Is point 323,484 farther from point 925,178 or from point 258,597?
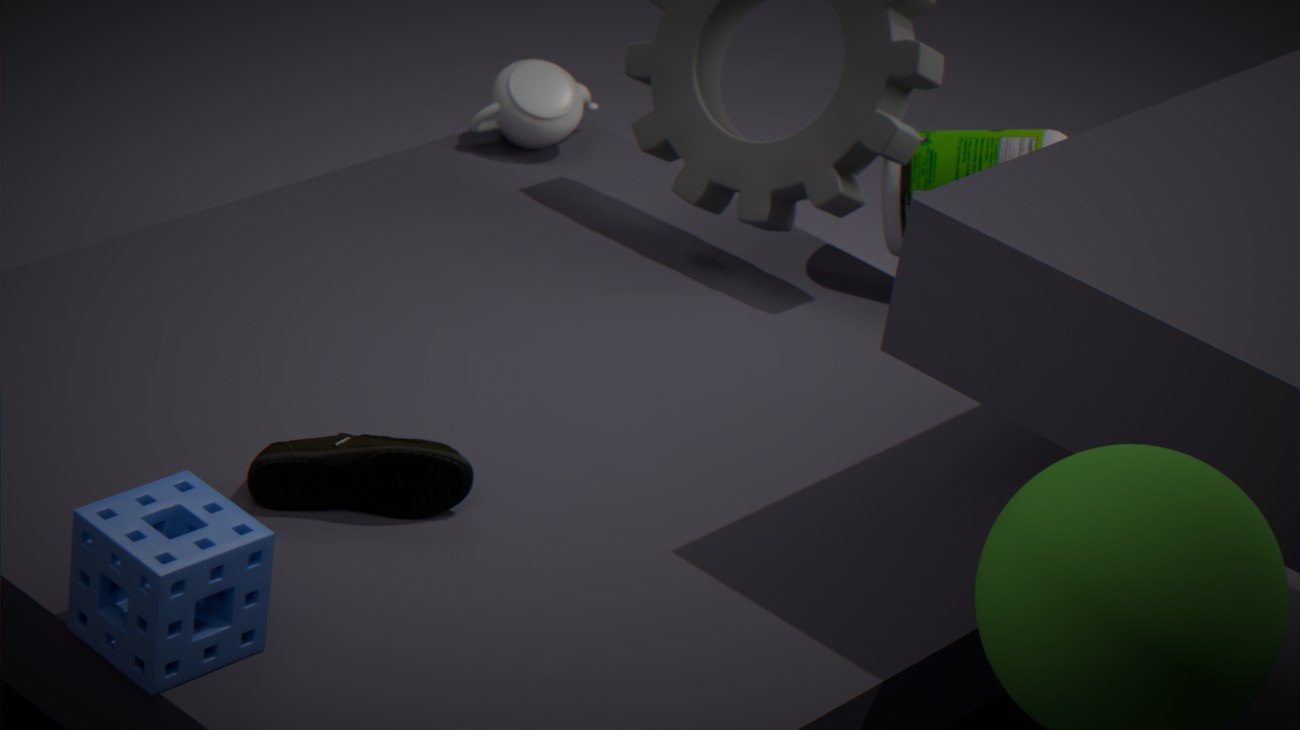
point 925,178
